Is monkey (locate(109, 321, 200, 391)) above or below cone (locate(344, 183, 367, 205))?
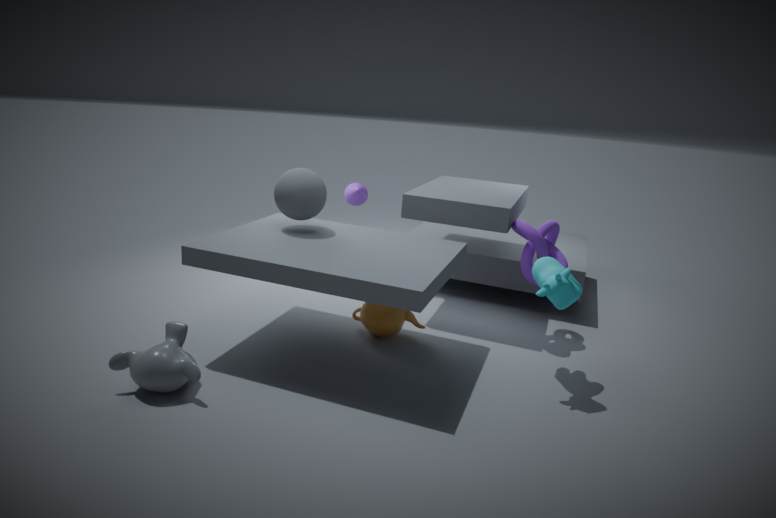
below
